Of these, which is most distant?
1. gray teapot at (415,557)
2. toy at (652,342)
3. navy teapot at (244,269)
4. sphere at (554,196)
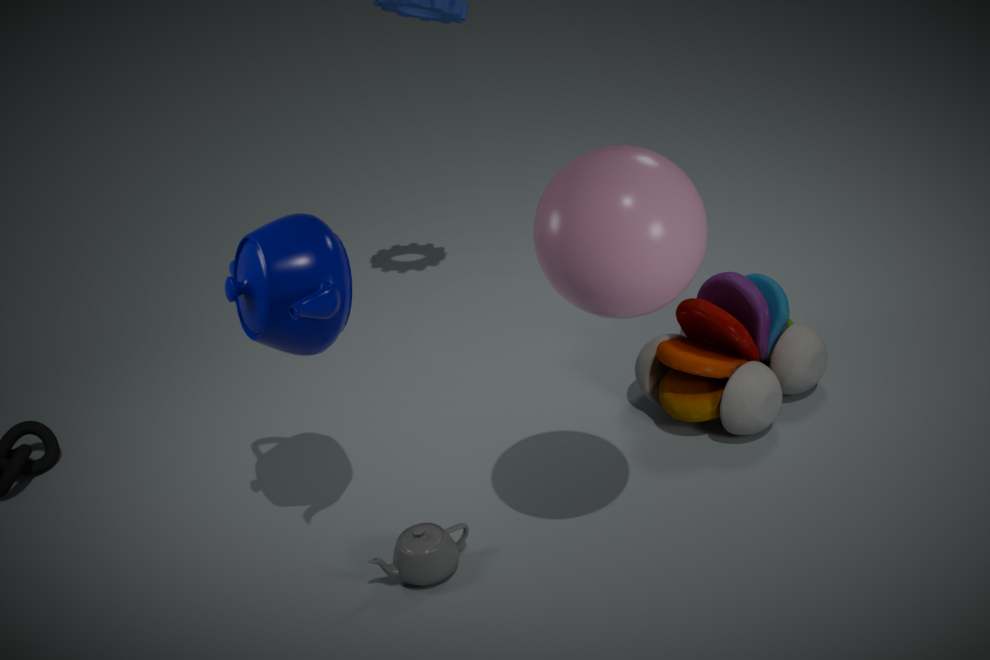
toy at (652,342)
